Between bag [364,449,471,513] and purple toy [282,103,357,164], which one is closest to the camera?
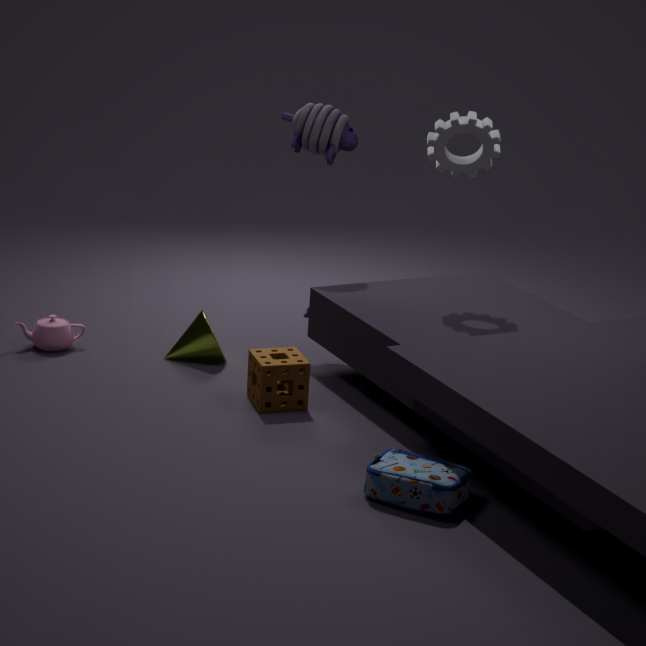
bag [364,449,471,513]
